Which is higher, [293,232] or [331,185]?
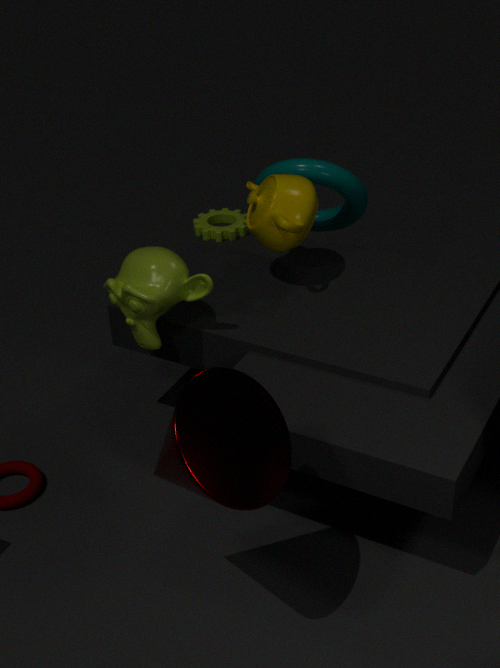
[293,232]
